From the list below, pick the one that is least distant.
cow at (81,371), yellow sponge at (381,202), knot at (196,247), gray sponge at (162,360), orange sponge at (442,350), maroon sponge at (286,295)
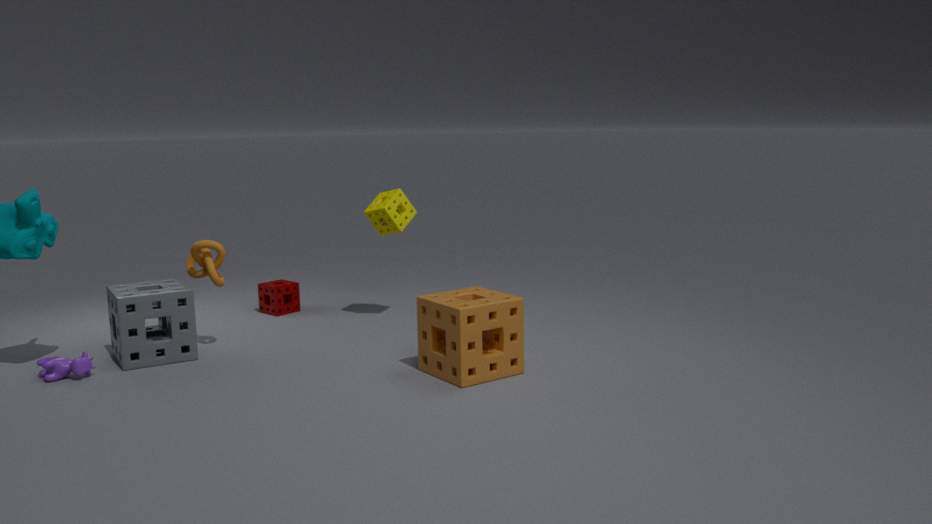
orange sponge at (442,350)
